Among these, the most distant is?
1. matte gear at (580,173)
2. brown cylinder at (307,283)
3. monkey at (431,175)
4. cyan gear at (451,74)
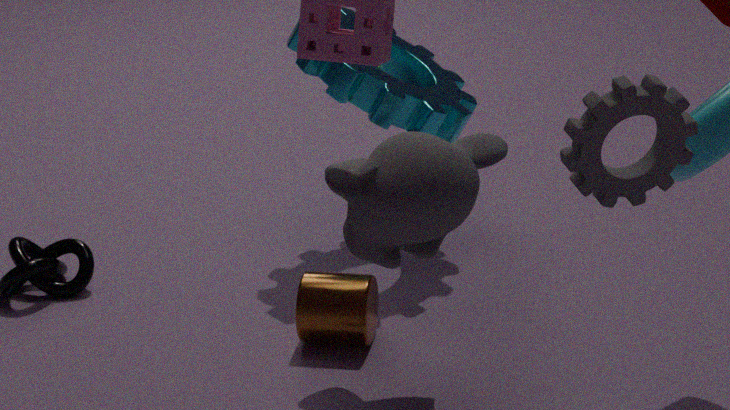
cyan gear at (451,74)
